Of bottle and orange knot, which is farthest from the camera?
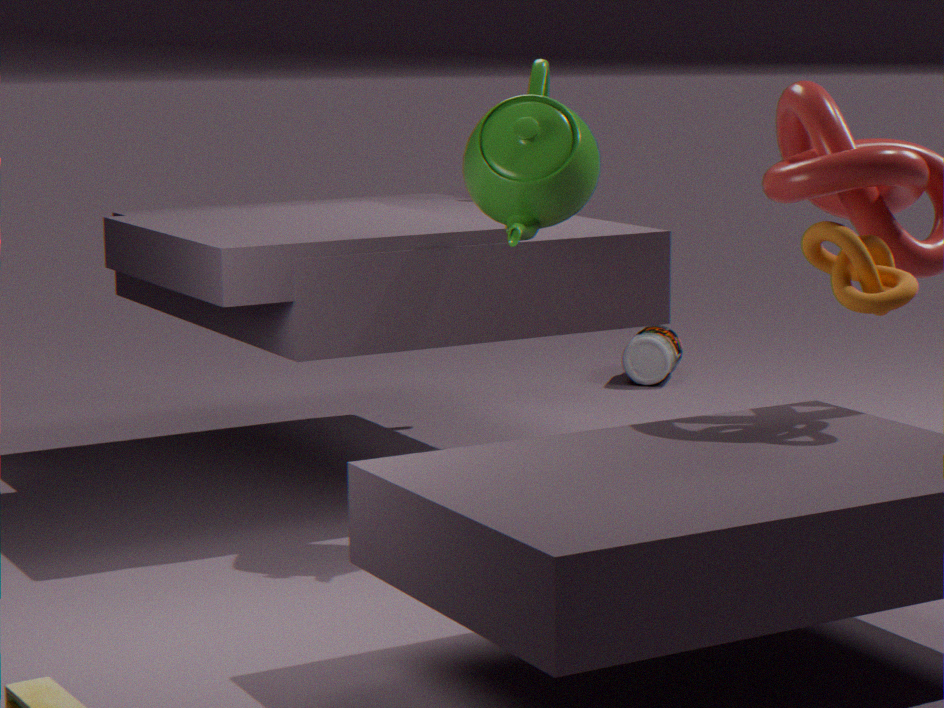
bottle
